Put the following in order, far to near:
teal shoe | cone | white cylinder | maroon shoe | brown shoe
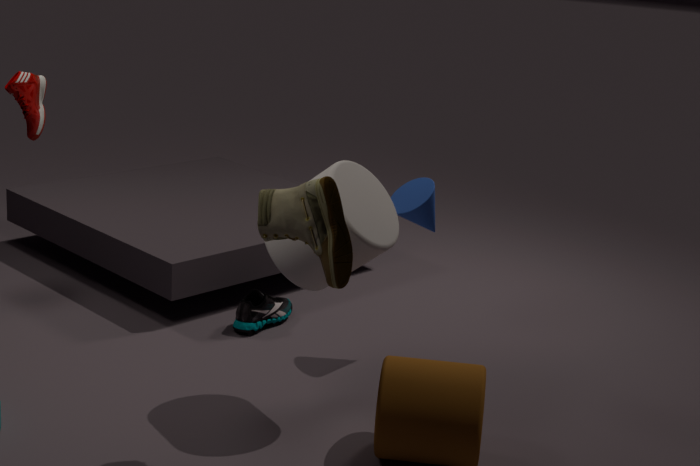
maroon shoe < teal shoe < cone < white cylinder < brown shoe
